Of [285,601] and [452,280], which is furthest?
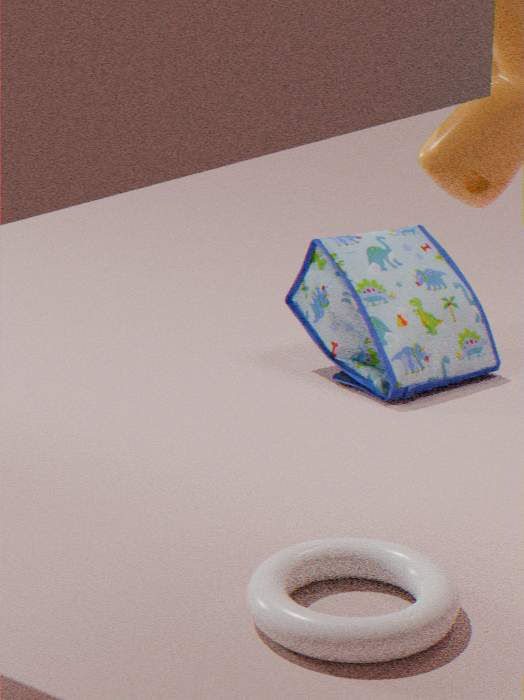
[452,280]
